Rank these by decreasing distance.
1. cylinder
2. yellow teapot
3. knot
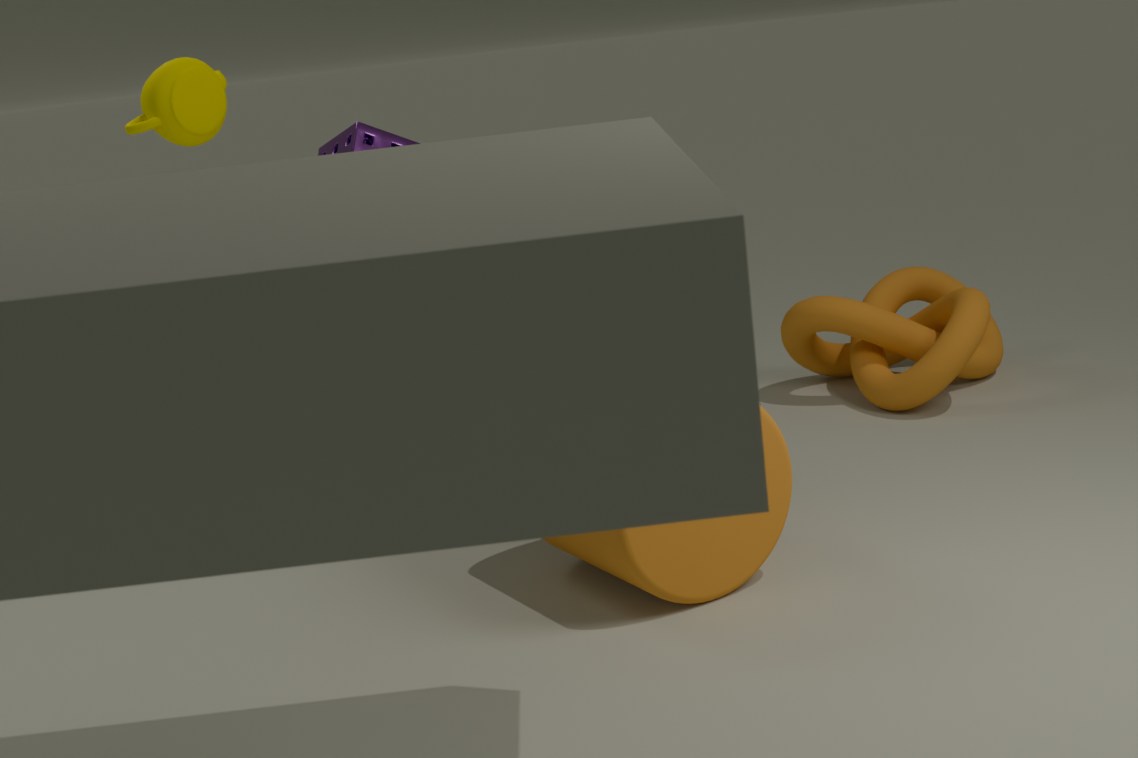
knot < yellow teapot < cylinder
